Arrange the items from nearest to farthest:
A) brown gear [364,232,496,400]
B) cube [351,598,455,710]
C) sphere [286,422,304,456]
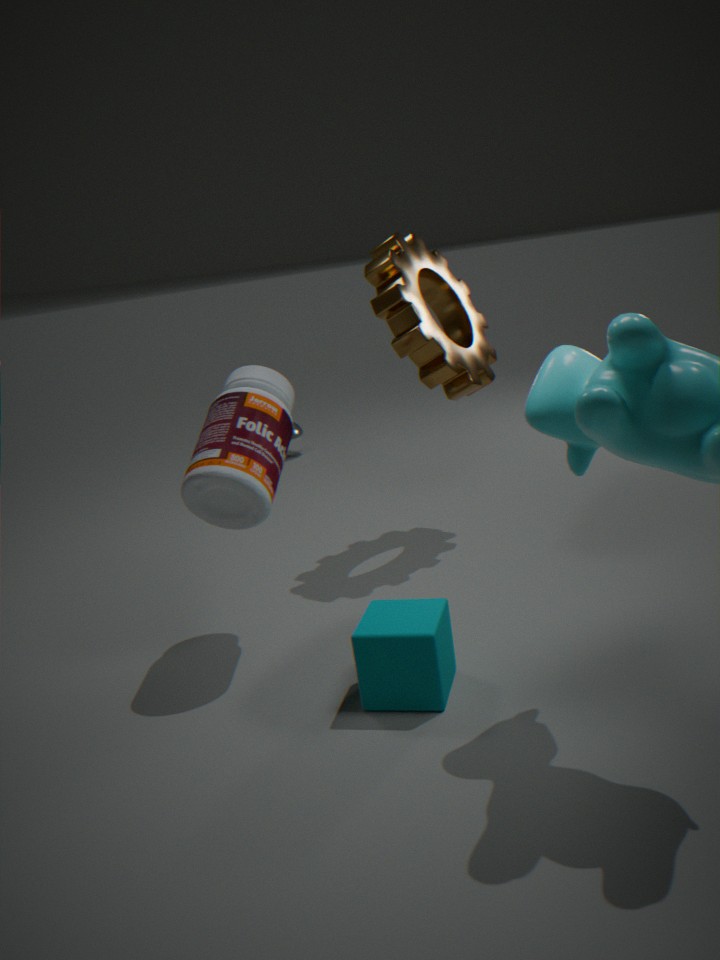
cube [351,598,455,710], brown gear [364,232,496,400], sphere [286,422,304,456]
